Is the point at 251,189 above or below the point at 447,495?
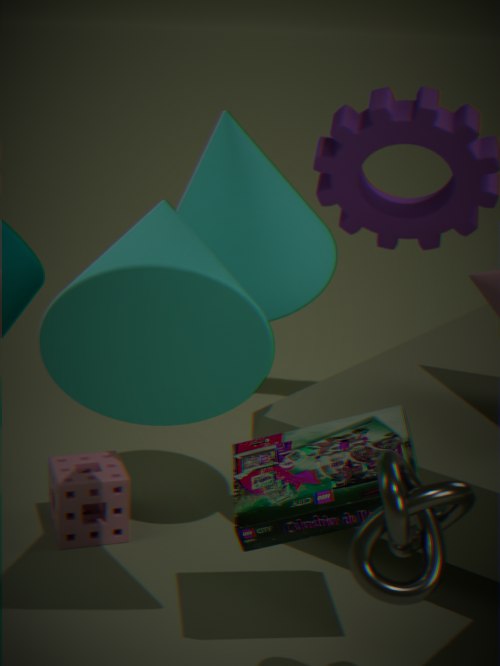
above
